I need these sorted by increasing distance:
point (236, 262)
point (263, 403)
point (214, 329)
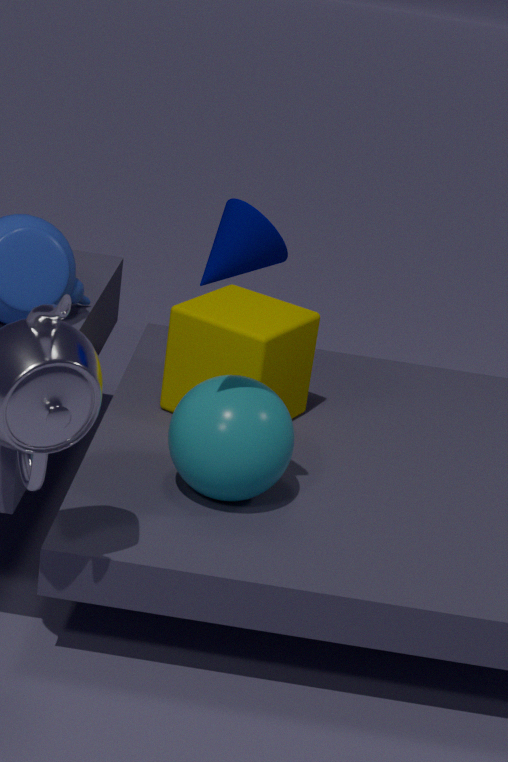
point (236, 262), point (263, 403), point (214, 329)
